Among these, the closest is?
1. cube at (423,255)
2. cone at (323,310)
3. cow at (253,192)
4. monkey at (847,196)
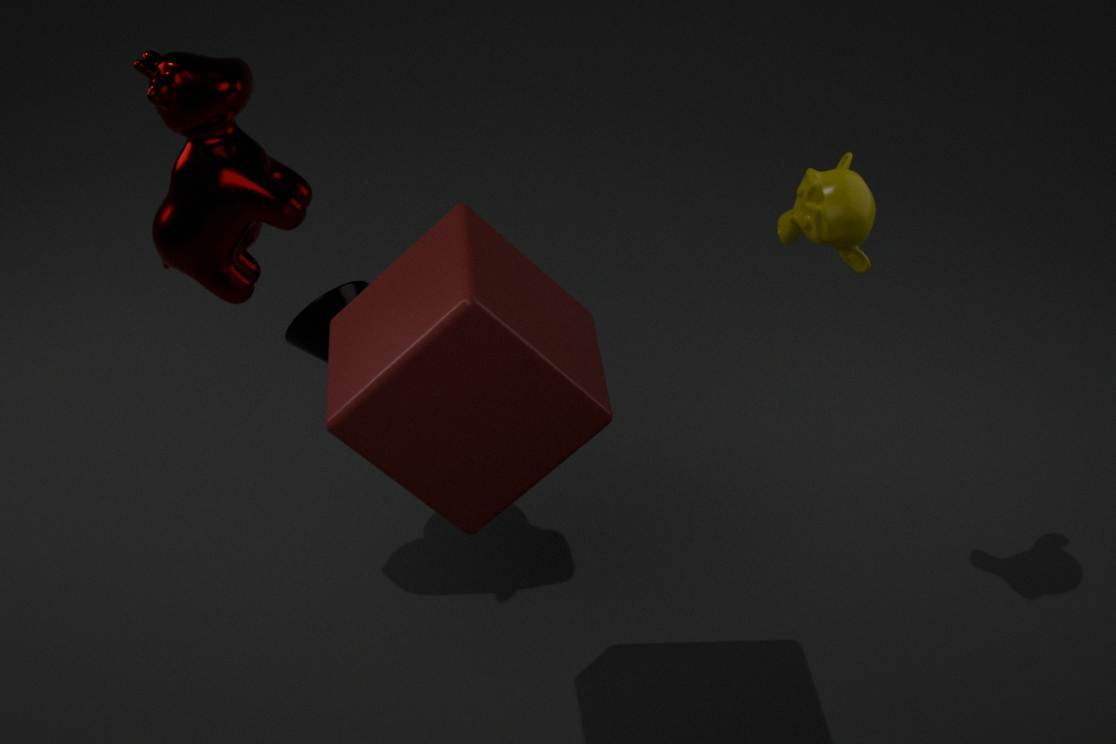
cube at (423,255)
